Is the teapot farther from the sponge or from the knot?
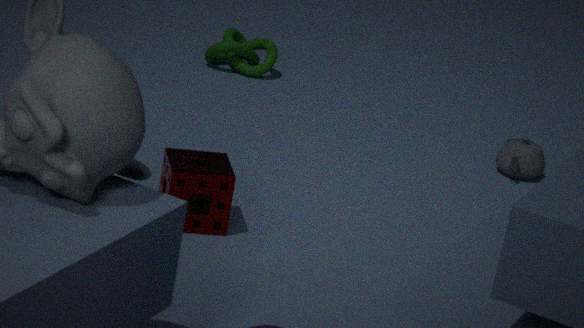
the sponge
